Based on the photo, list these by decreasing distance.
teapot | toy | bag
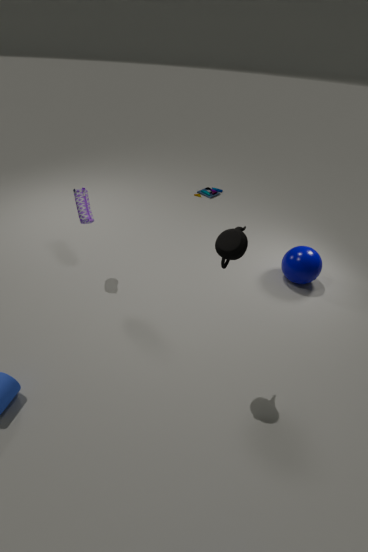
1. toy
2. bag
3. teapot
